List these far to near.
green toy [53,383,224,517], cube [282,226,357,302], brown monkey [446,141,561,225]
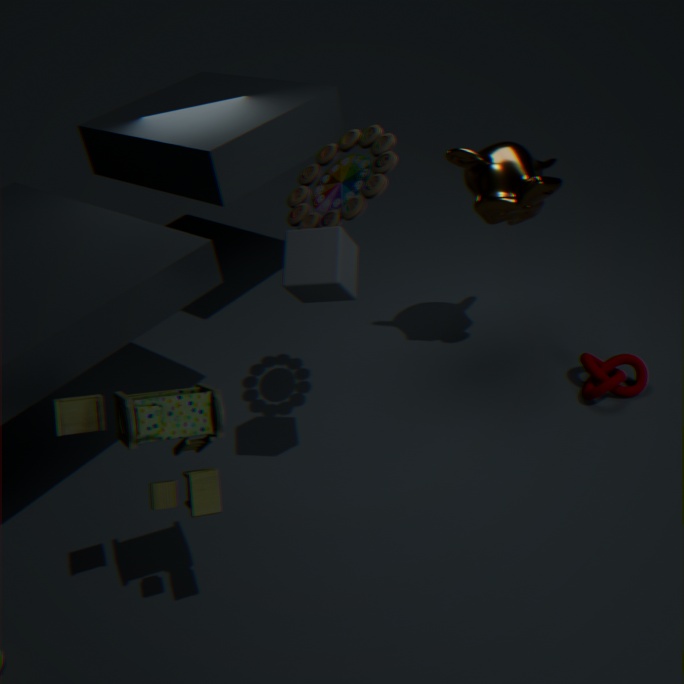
brown monkey [446,141,561,225] → cube [282,226,357,302] → green toy [53,383,224,517]
